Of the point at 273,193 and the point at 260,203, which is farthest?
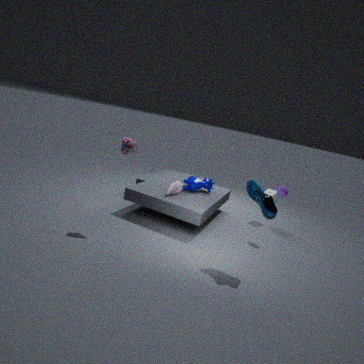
the point at 273,193
